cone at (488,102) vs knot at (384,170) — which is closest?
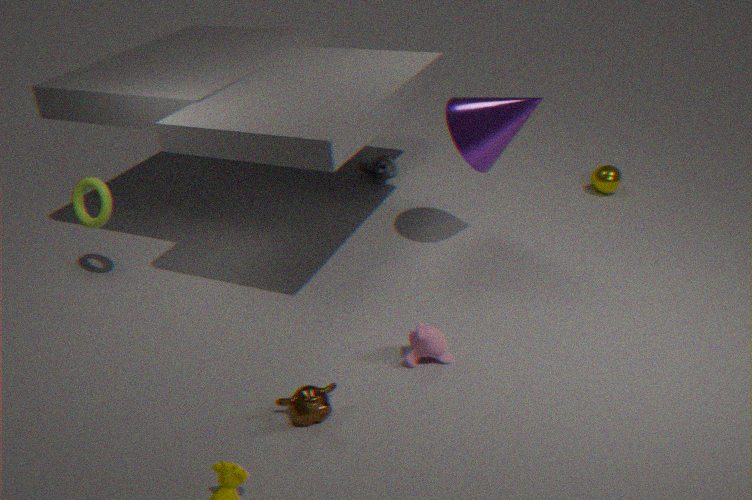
cone at (488,102)
